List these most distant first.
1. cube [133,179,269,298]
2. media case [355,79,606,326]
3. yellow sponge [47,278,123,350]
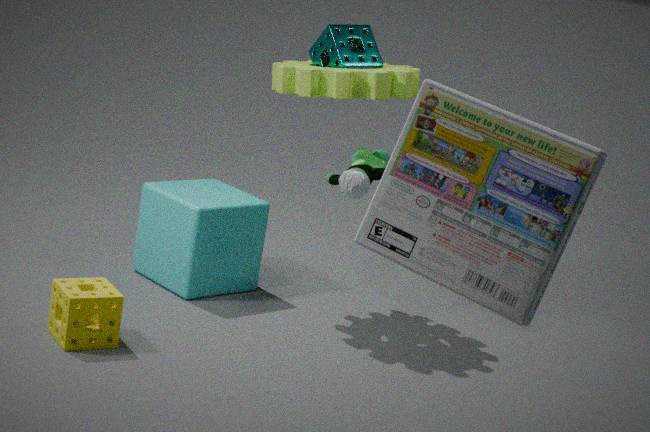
cube [133,179,269,298] < yellow sponge [47,278,123,350] < media case [355,79,606,326]
